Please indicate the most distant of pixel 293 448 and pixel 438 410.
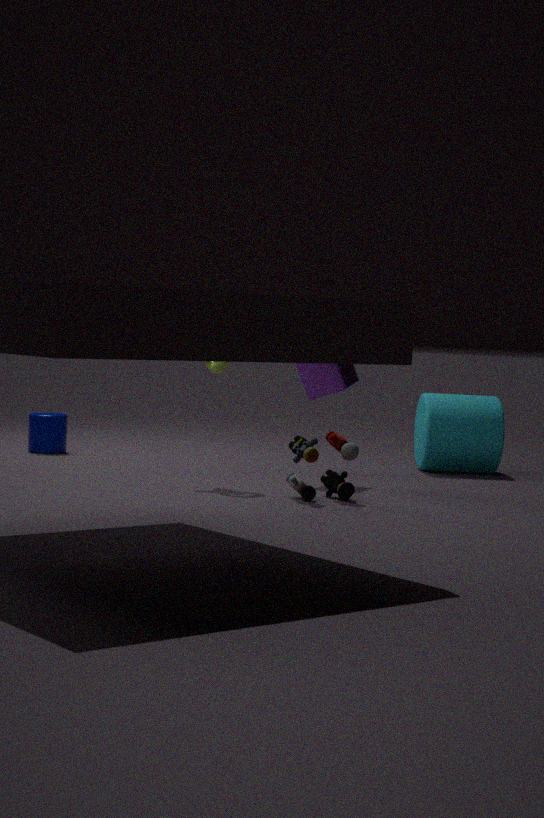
pixel 438 410
